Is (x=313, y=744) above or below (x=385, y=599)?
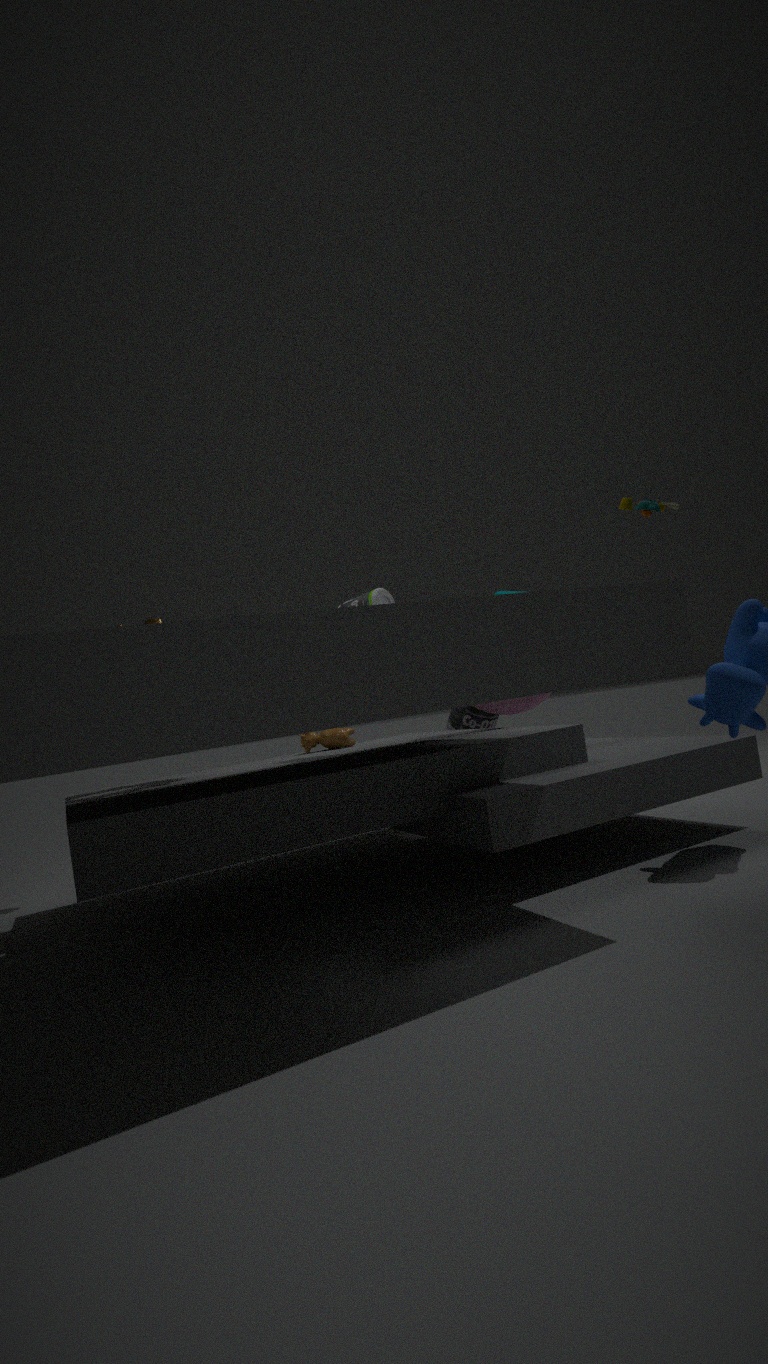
below
